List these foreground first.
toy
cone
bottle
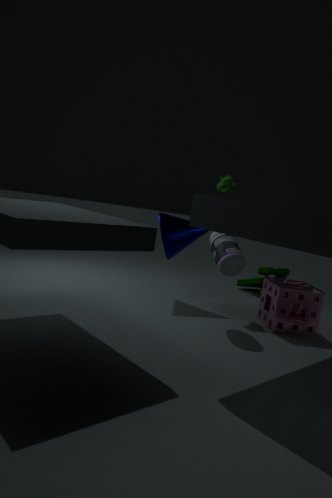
bottle → cone → toy
